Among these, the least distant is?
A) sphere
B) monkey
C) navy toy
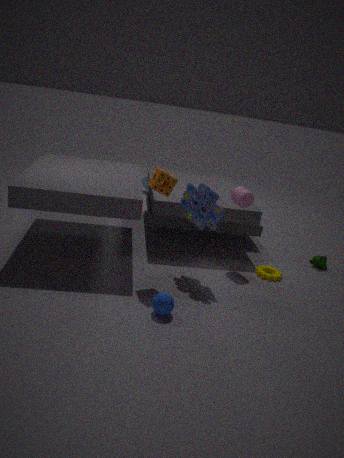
sphere
